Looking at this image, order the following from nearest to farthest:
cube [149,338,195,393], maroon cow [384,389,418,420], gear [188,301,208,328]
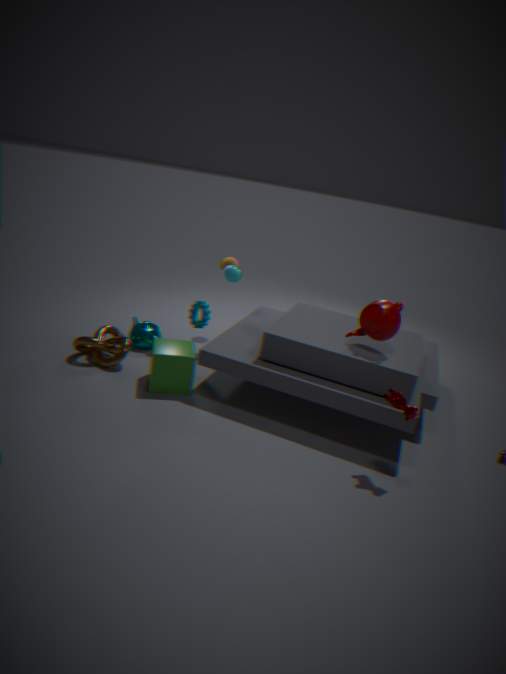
maroon cow [384,389,418,420] < cube [149,338,195,393] < gear [188,301,208,328]
